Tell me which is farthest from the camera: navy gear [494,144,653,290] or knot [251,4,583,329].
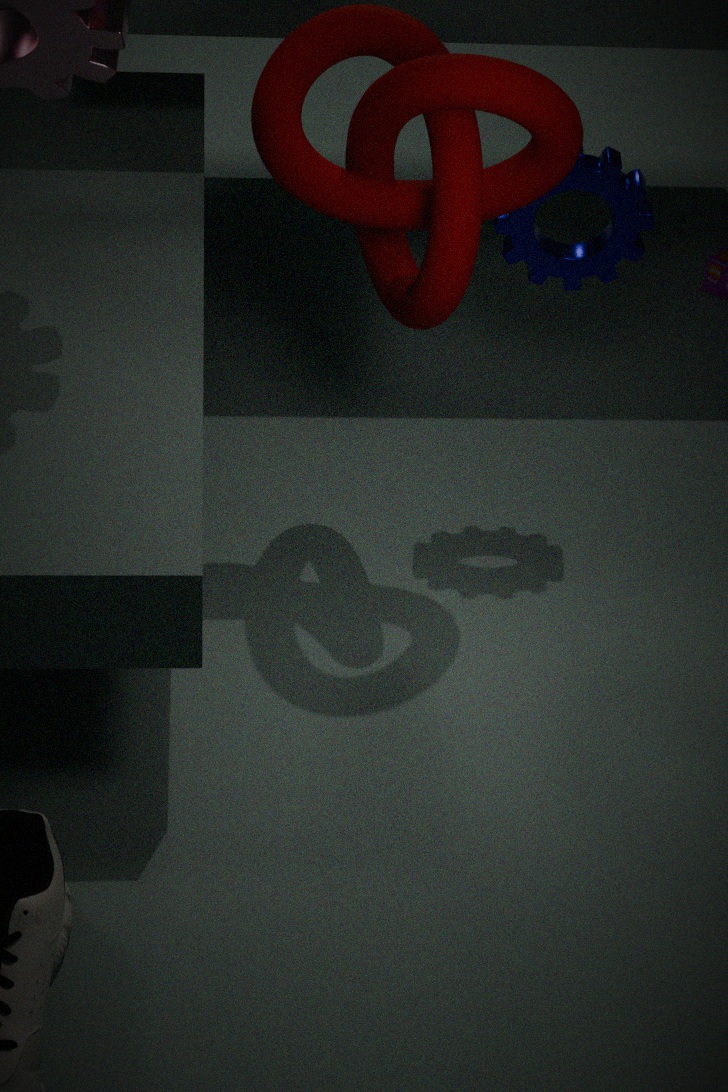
navy gear [494,144,653,290]
